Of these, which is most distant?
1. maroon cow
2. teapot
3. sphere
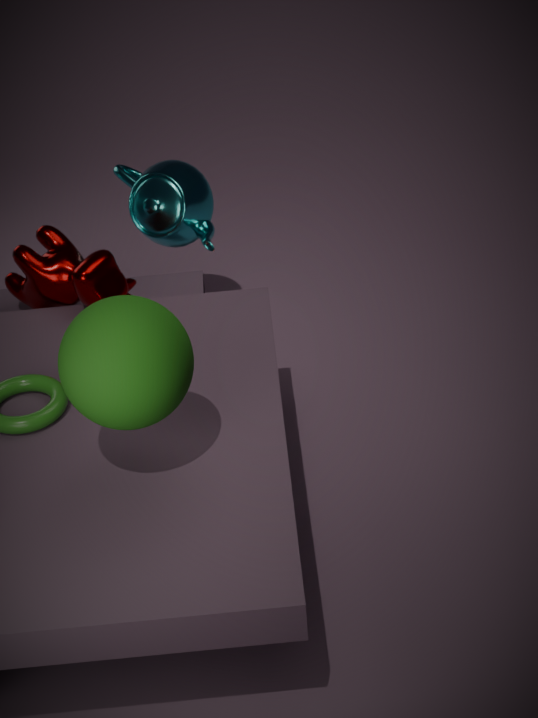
teapot
